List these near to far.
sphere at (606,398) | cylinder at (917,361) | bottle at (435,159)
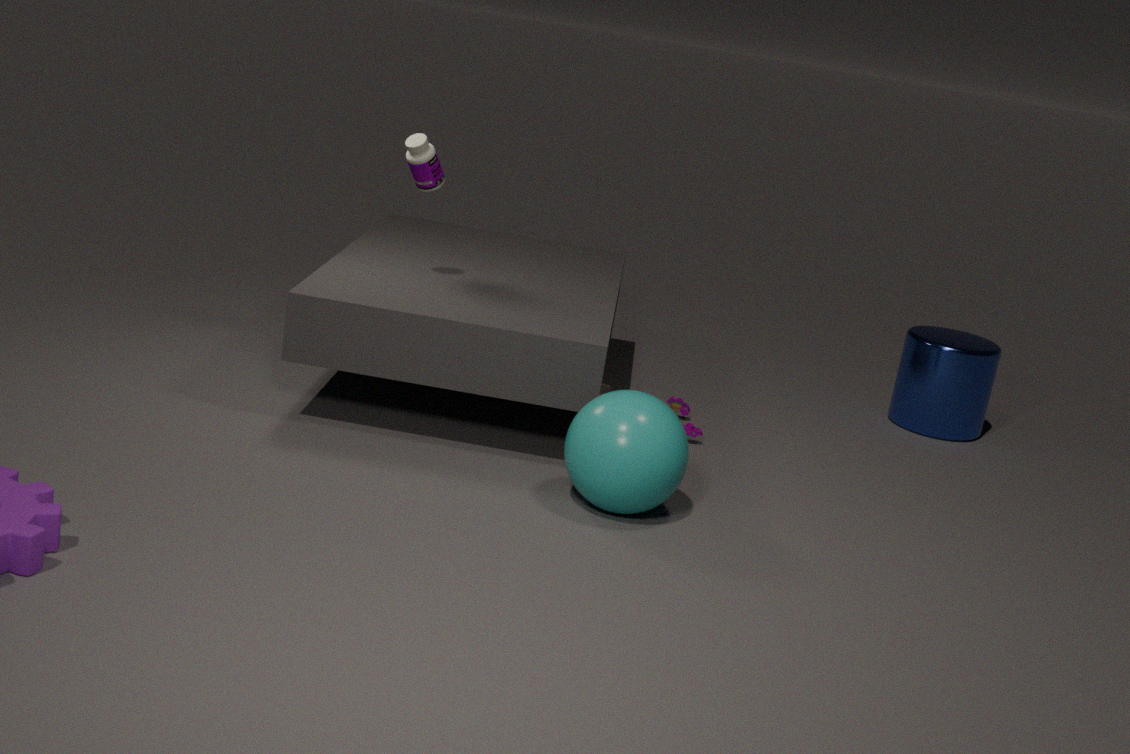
sphere at (606,398) → bottle at (435,159) → cylinder at (917,361)
